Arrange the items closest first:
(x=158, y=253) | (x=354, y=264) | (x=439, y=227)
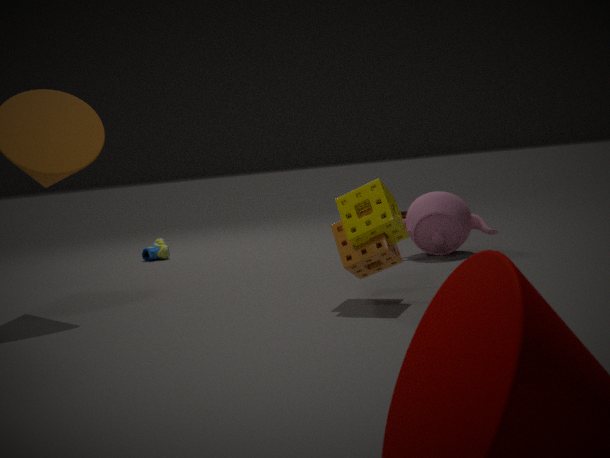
(x=354, y=264) → (x=439, y=227) → (x=158, y=253)
